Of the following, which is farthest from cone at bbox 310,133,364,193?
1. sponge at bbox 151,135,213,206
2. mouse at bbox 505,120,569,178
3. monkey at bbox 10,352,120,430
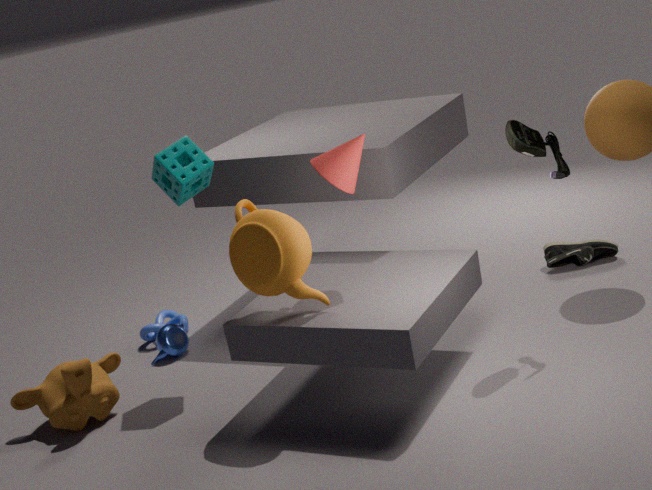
monkey at bbox 10,352,120,430
